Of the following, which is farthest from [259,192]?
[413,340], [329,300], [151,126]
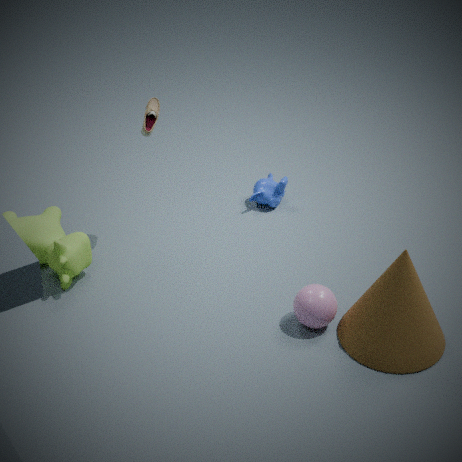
[413,340]
